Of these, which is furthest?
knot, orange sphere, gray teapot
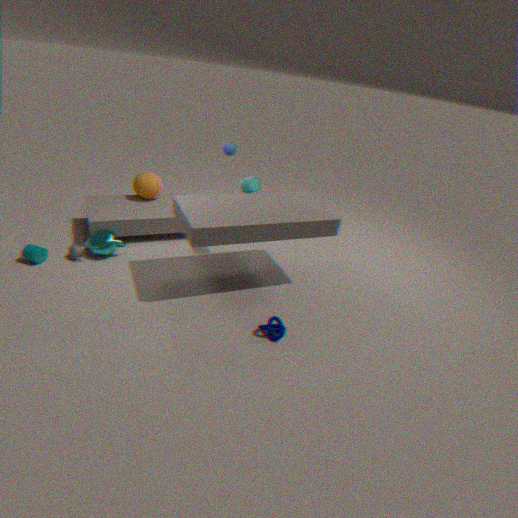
orange sphere
